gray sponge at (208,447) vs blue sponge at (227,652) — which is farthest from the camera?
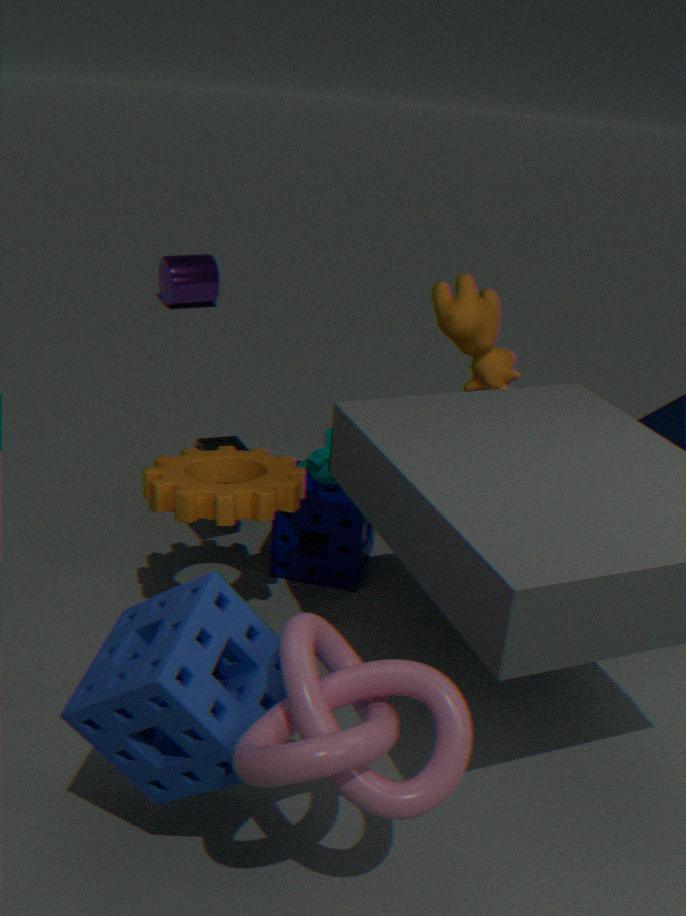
gray sponge at (208,447)
